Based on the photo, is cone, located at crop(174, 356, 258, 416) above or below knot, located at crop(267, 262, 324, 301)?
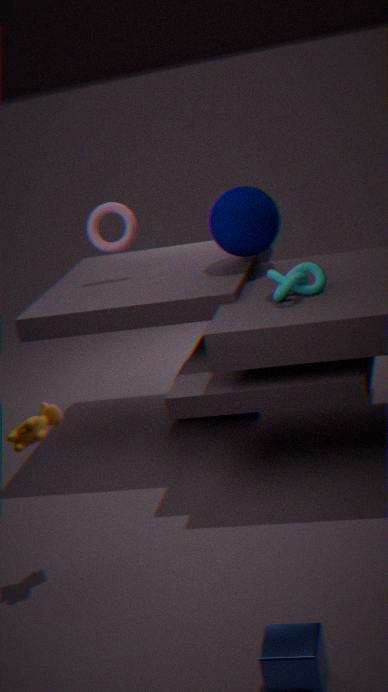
below
